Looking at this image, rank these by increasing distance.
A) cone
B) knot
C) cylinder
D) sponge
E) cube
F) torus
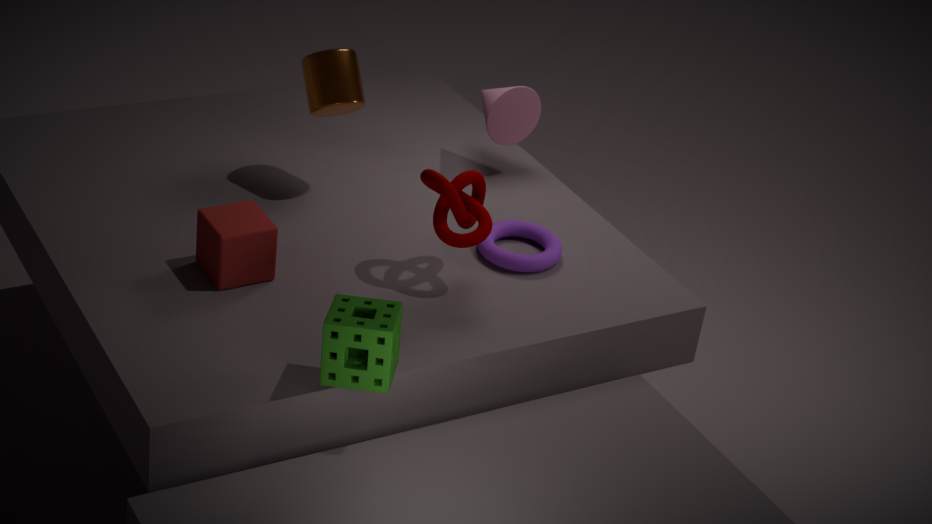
sponge < cube < knot < torus < cylinder < cone
